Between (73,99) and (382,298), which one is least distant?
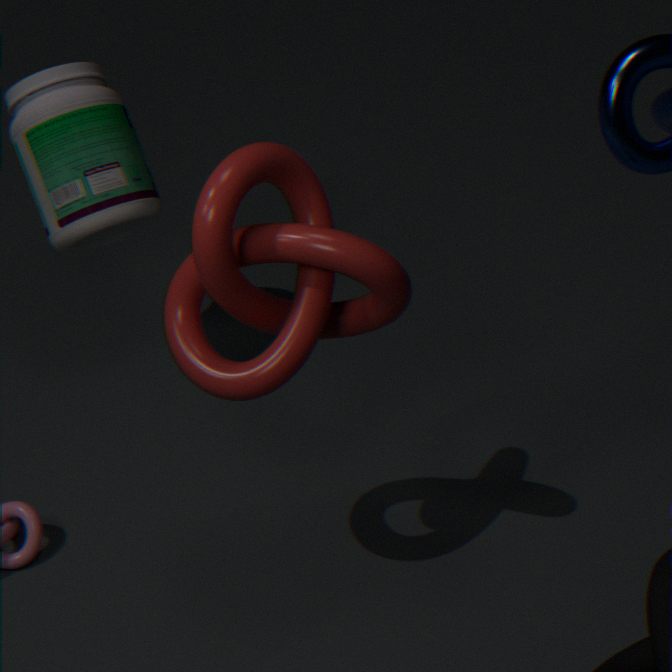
(382,298)
